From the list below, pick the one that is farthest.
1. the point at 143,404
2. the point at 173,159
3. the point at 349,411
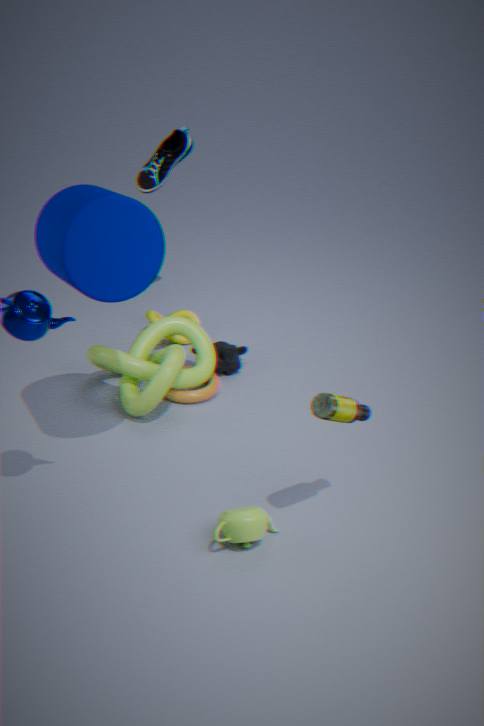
the point at 173,159
